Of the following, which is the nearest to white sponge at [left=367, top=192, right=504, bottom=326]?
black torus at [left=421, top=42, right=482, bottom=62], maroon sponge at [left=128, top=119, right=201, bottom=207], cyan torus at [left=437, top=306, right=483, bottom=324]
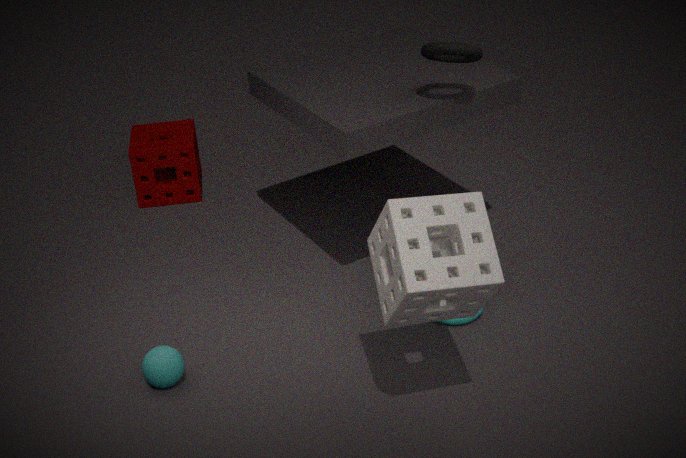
cyan torus at [left=437, top=306, right=483, bottom=324]
